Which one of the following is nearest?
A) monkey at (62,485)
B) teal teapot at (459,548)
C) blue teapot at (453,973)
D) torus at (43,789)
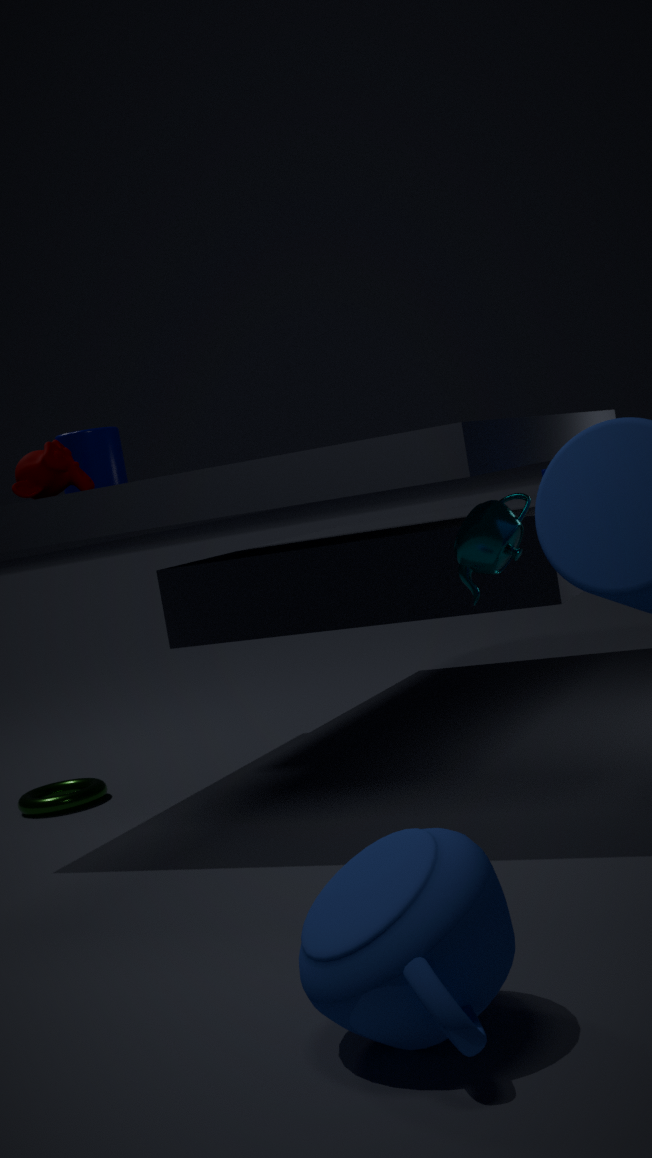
blue teapot at (453,973)
